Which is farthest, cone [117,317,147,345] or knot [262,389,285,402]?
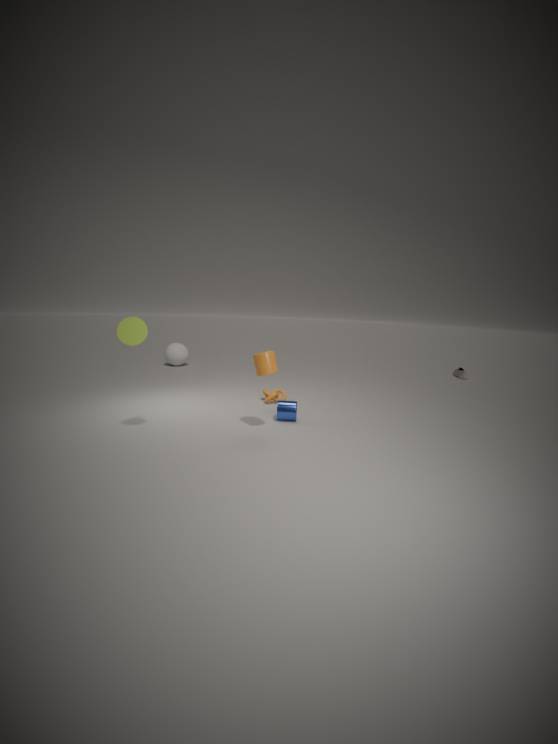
knot [262,389,285,402]
